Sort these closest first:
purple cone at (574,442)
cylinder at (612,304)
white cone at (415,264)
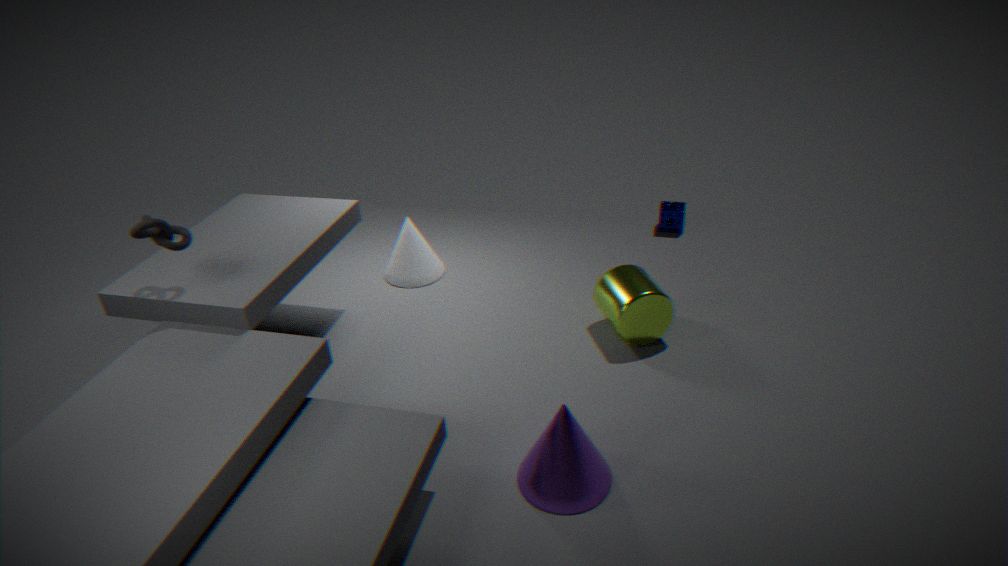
1. purple cone at (574,442)
2. cylinder at (612,304)
3. white cone at (415,264)
